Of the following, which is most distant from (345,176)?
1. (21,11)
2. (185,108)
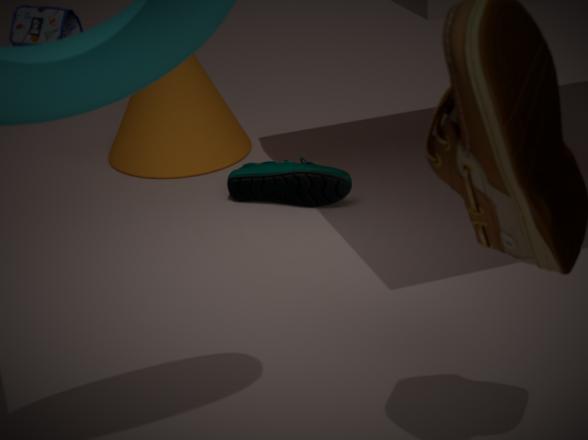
(21,11)
